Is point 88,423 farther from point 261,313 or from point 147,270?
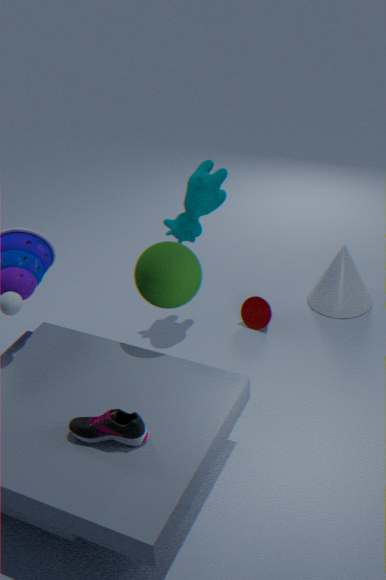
point 261,313
